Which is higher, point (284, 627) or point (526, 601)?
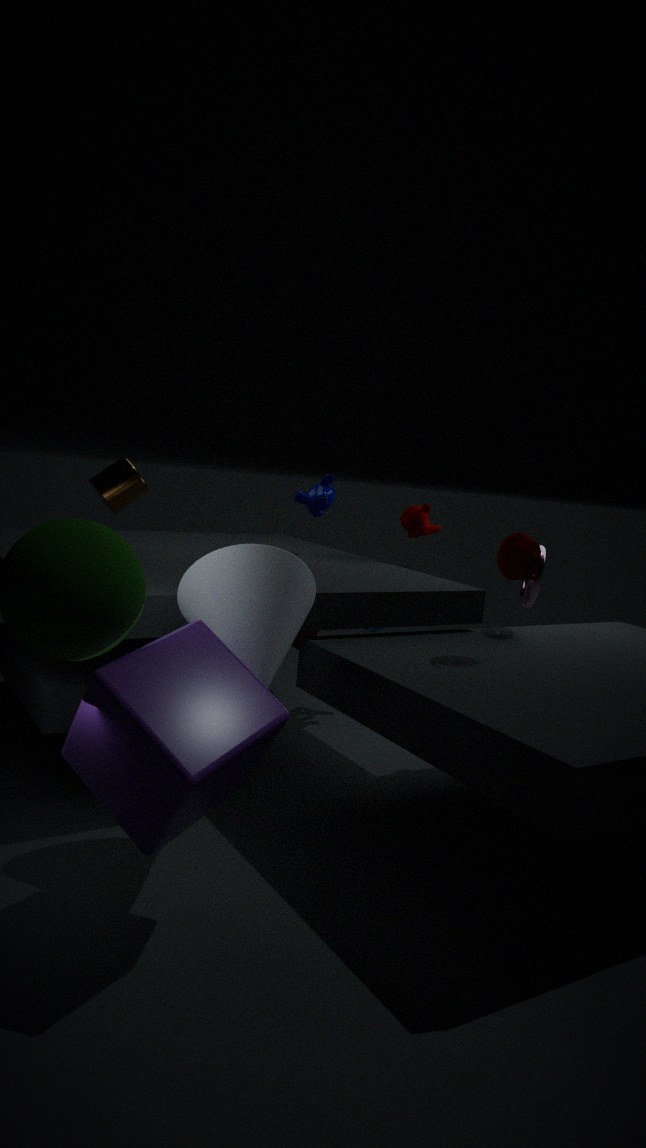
point (526, 601)
